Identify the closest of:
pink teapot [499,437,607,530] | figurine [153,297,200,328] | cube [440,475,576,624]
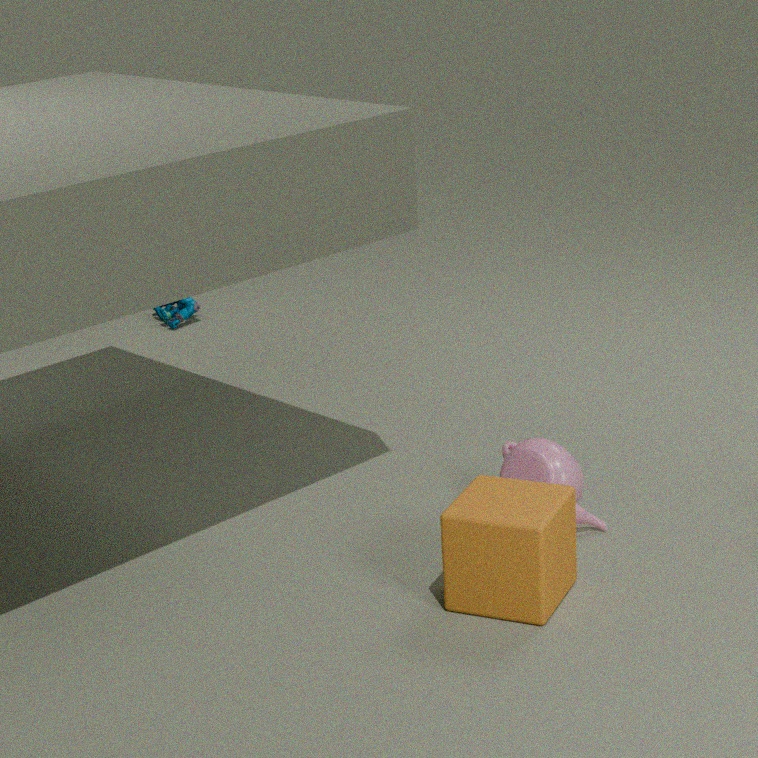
cube [440,475,576,624]
